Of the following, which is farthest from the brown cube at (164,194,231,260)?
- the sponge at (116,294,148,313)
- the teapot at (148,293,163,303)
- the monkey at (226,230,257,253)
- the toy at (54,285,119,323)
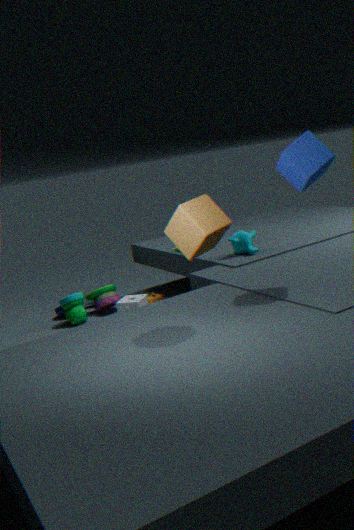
the toy at (54,285,119,323)
